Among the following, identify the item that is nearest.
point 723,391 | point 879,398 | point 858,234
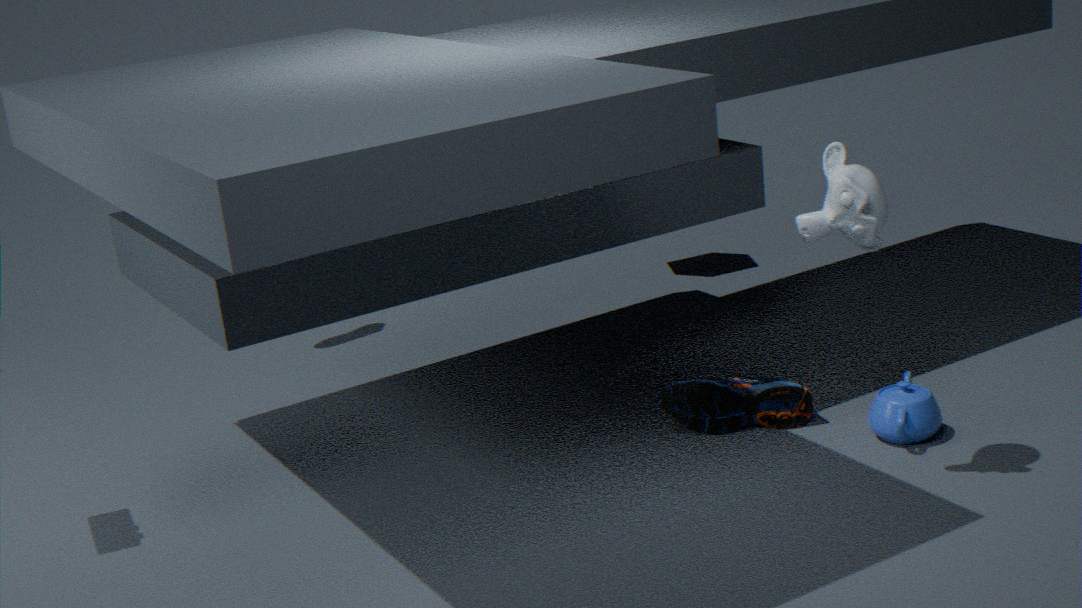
point 858,234
